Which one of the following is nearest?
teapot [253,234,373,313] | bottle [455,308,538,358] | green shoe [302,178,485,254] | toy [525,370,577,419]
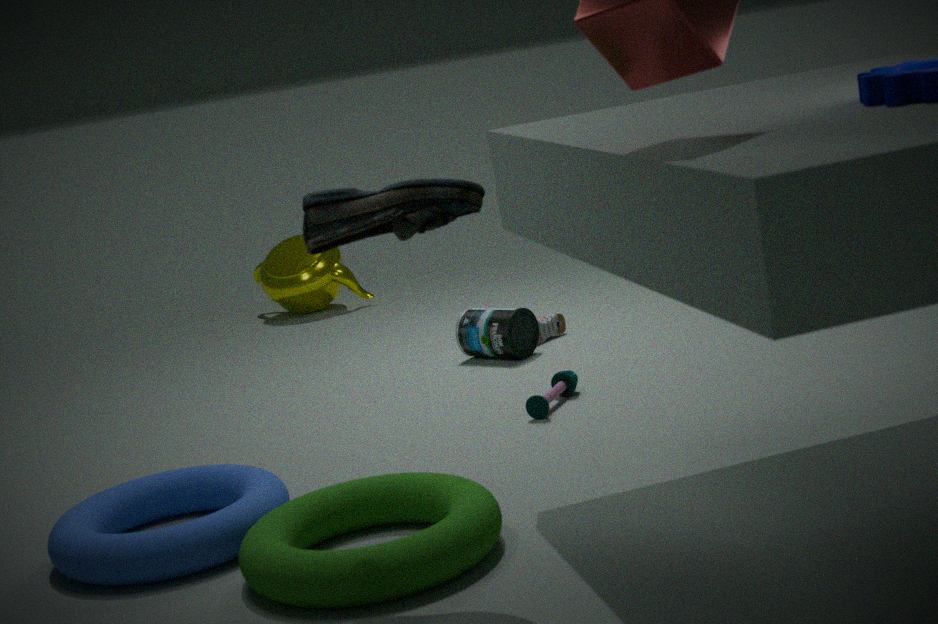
green shoe [302,178,485,254]
